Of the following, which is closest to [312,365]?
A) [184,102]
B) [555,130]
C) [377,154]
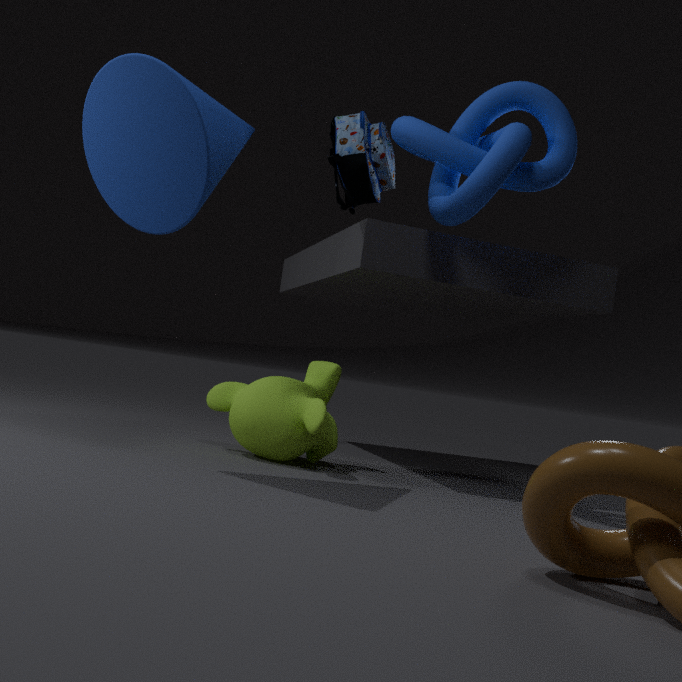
[377,154]
